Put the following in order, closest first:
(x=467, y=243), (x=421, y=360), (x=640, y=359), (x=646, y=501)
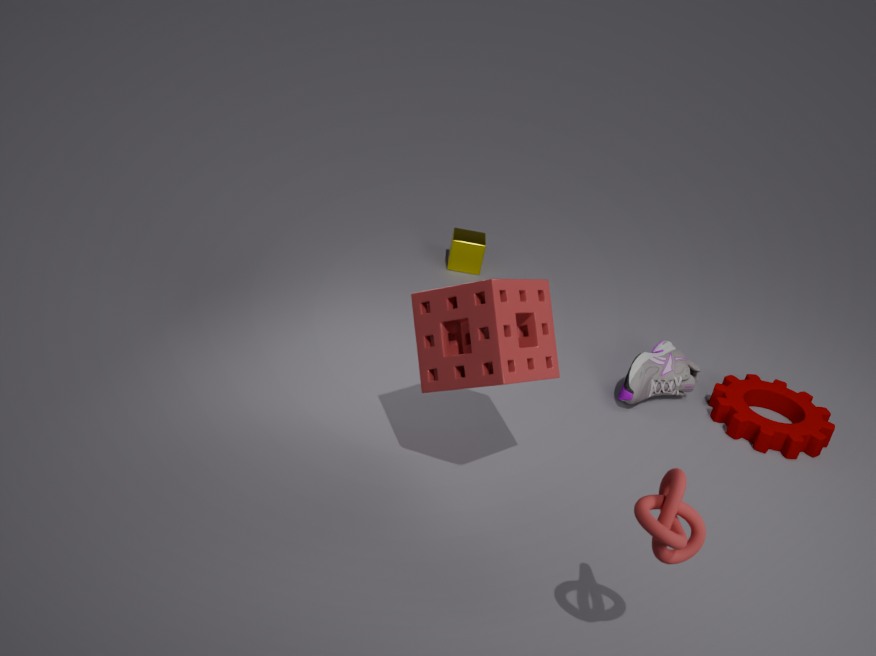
1. (x=646, y=501)
2. (x=421, y=360)
3. (x=640, y=359)
4. (x=467, y=243)
